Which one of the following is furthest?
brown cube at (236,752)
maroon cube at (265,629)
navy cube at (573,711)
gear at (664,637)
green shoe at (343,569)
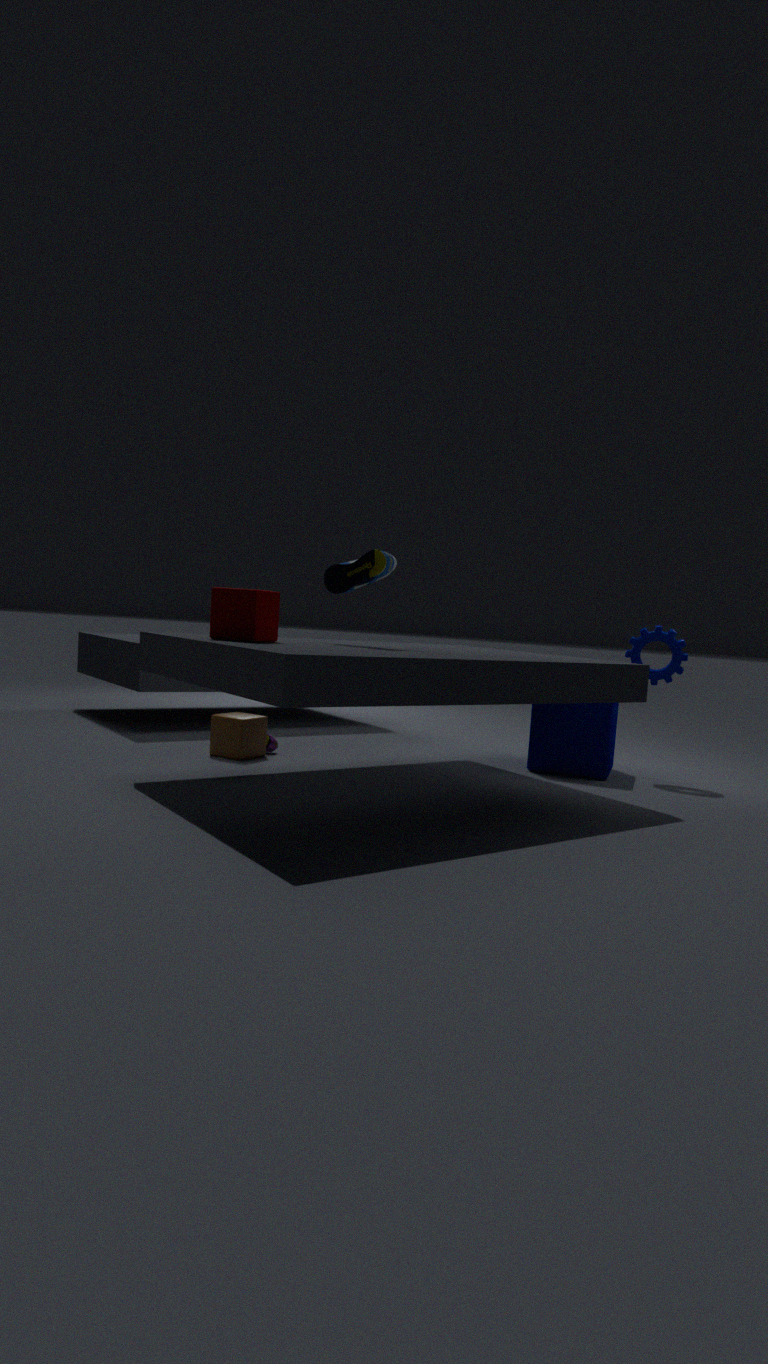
gear at (664,637)
